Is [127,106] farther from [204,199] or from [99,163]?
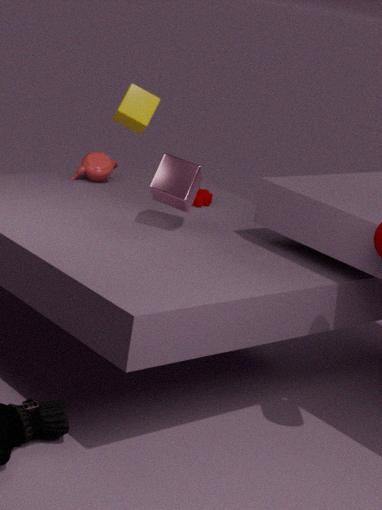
[204,199]
